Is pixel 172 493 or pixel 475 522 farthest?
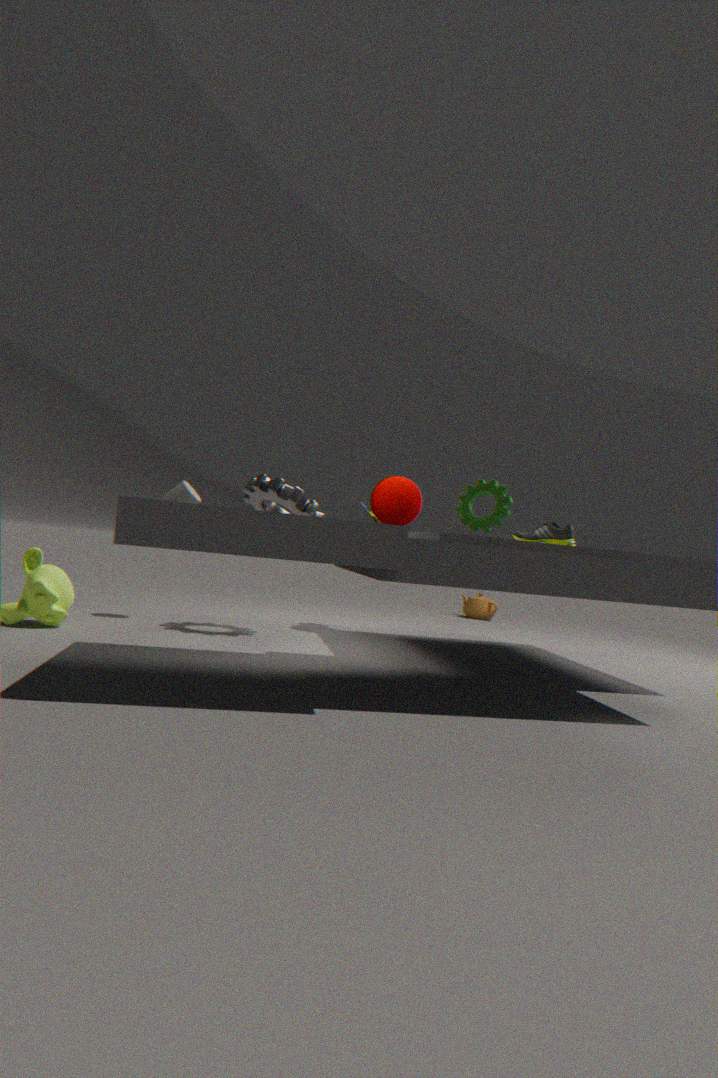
pixel 172 493
